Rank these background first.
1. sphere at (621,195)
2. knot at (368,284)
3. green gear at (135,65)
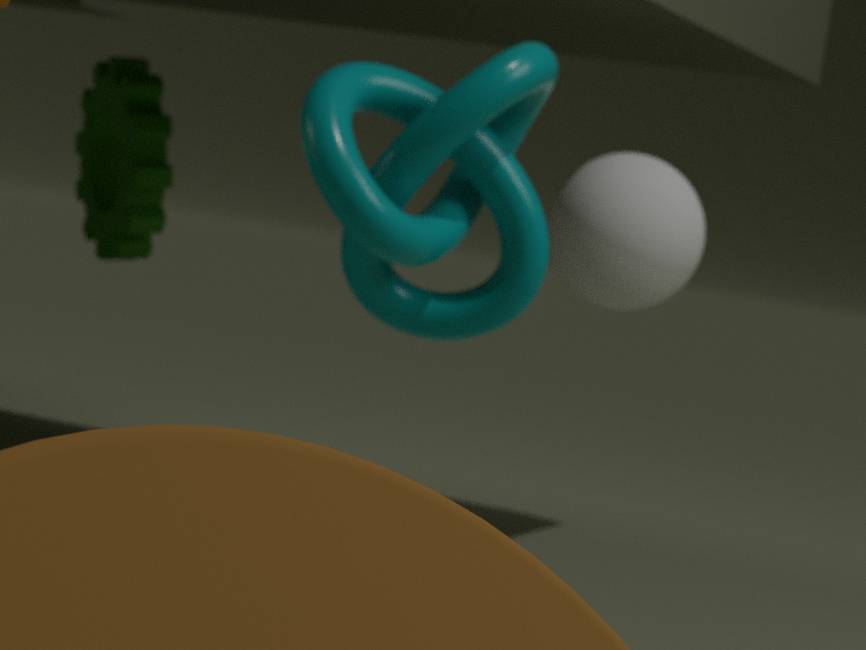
green gear at (135,65) < sphere at (621,195) < knot at (368,284)
